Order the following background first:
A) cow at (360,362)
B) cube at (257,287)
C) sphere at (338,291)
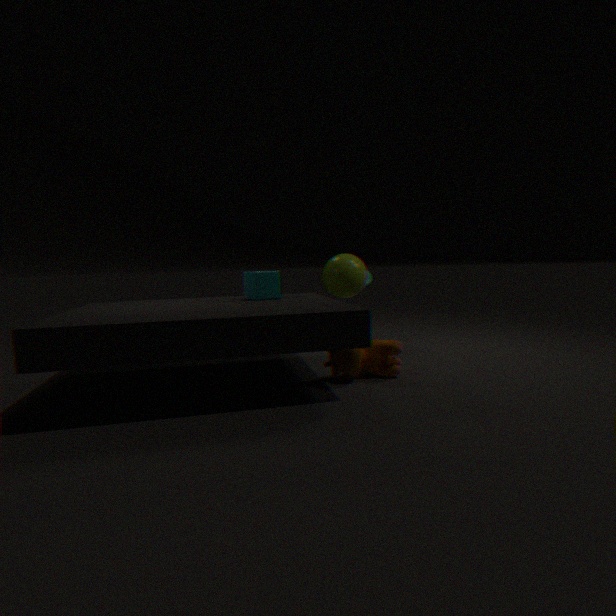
sphere at (338,291), cube at (257,287), cow at (360,362)
